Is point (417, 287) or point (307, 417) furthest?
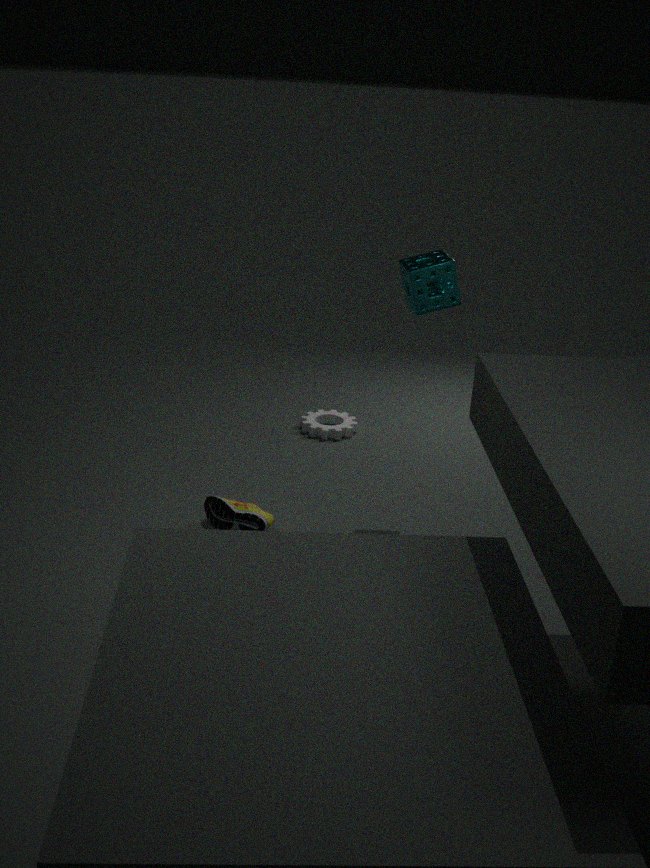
point (307, 417)
